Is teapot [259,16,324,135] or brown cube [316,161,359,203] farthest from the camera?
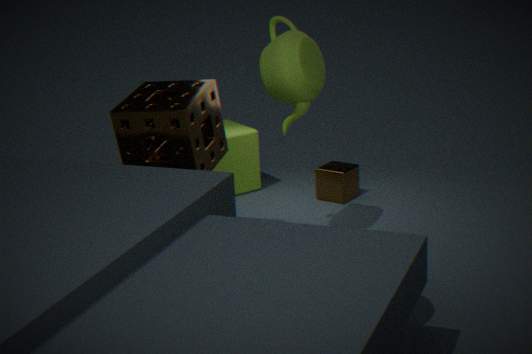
brown cube [316,161,359,203]
